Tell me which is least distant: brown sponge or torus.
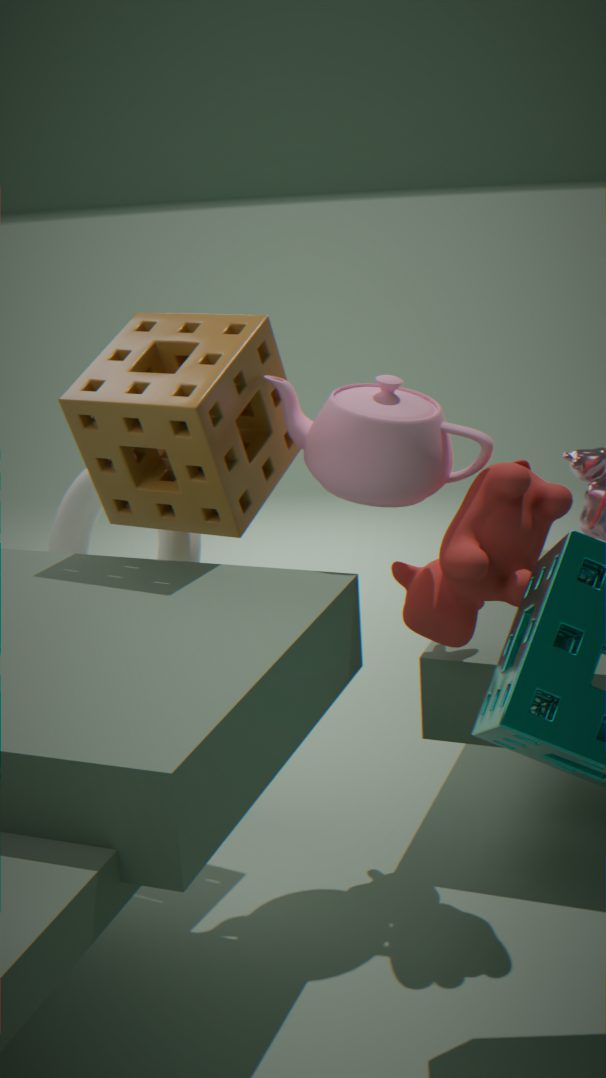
brown sponge
